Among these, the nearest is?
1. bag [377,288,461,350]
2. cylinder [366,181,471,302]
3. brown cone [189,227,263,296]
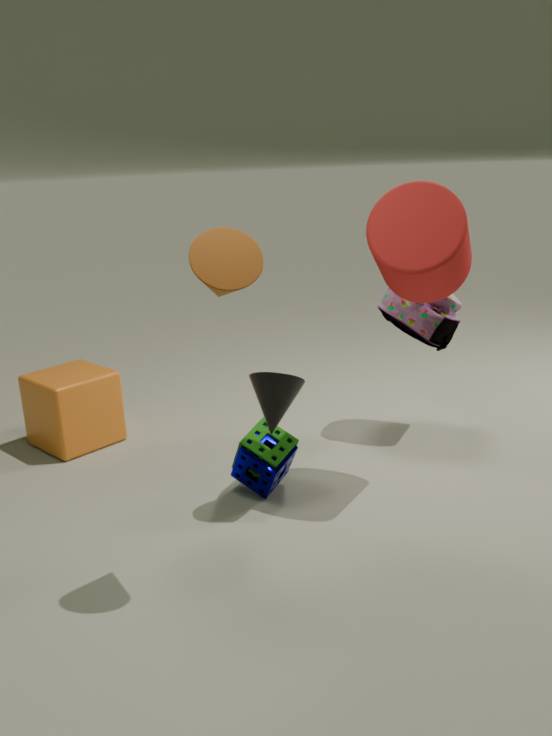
brown cone [189,227,263,296]
